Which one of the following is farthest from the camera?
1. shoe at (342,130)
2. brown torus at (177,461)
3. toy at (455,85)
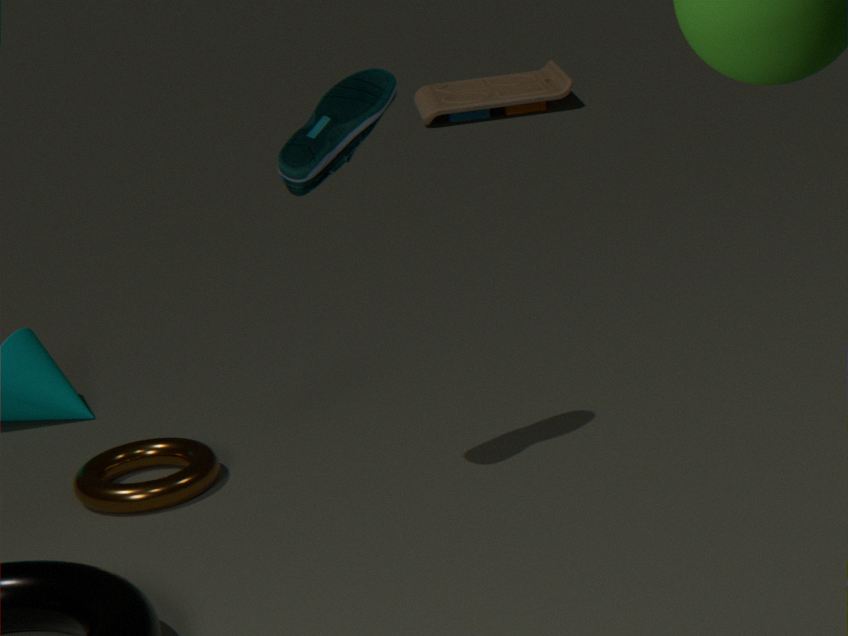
toy at (455,85)
